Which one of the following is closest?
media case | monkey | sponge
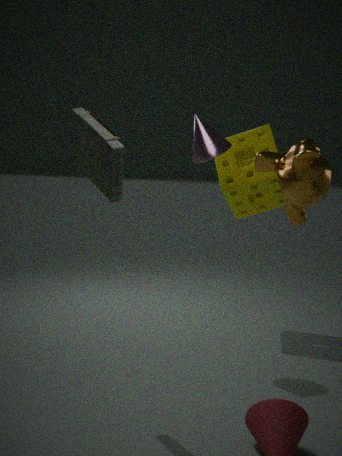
media case
